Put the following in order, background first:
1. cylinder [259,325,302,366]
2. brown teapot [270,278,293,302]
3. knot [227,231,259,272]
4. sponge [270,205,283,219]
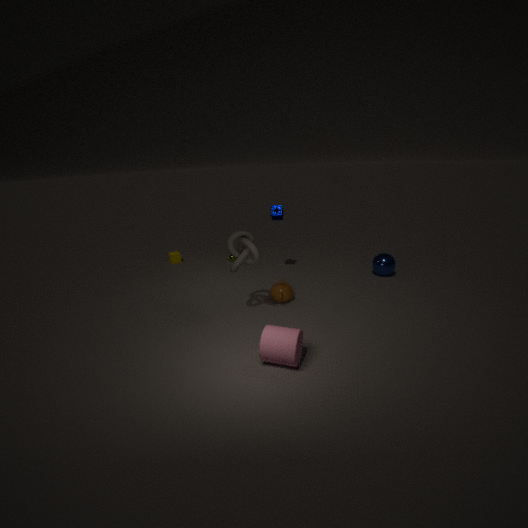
sponge [270,205,283,219]
brown teapot [270,278,293,302]
knot [227,231,259,272]
cylinder [259,325,302,366]
